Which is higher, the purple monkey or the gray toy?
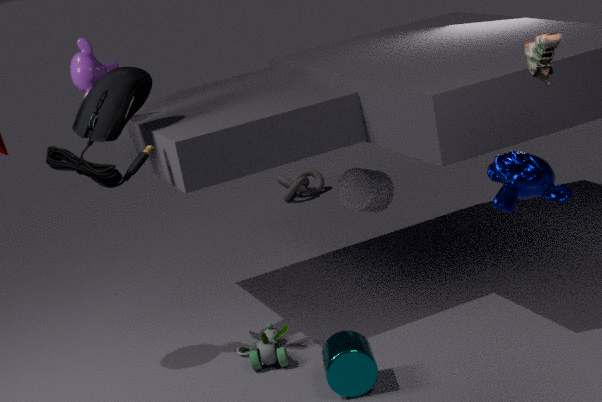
the purple monkey
